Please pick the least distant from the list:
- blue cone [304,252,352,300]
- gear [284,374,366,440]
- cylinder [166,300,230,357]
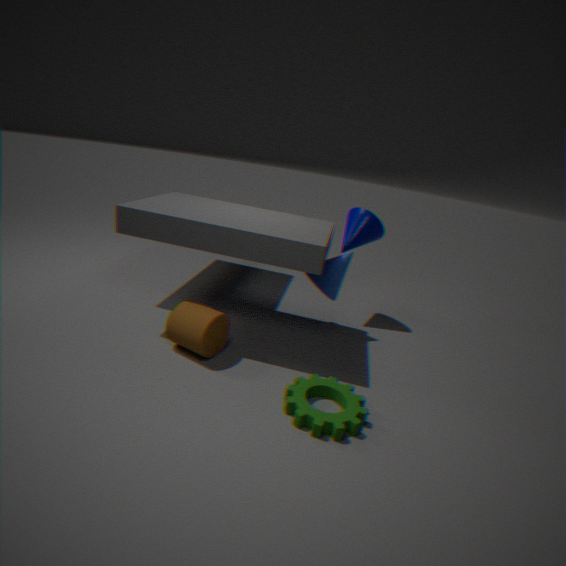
gear [284,374,366,440]
